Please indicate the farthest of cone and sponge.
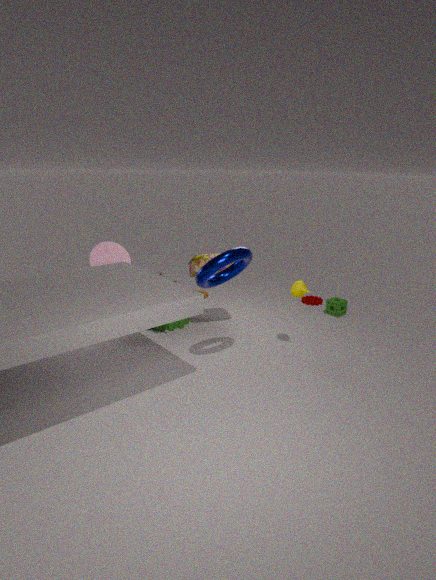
sponge
